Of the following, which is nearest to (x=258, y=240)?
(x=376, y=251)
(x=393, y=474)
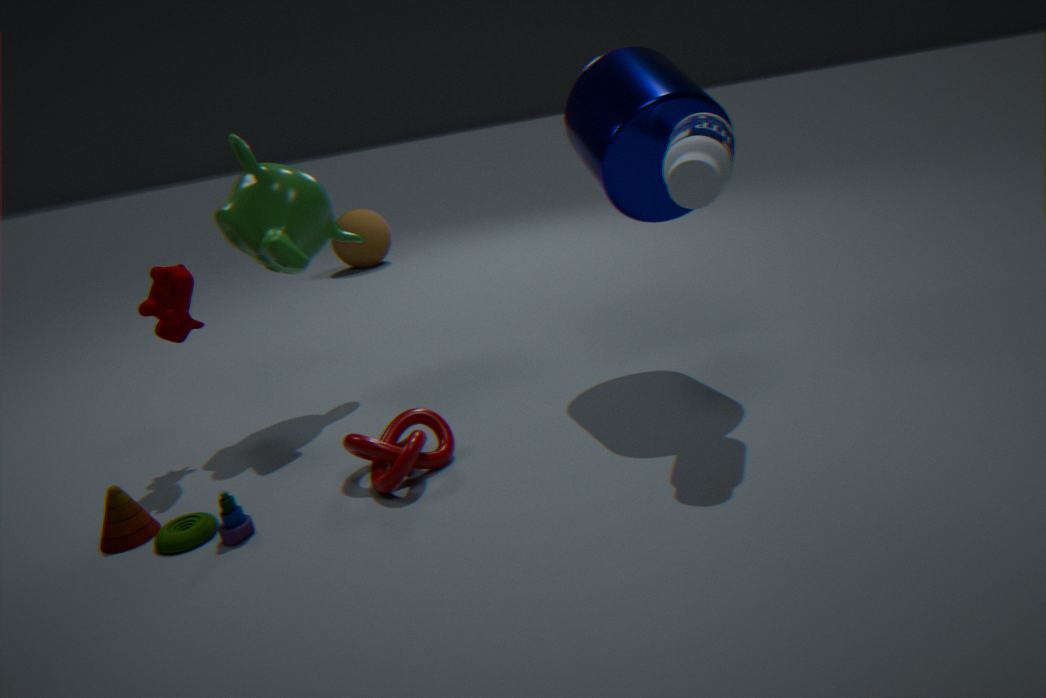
(x=393, y=474)
